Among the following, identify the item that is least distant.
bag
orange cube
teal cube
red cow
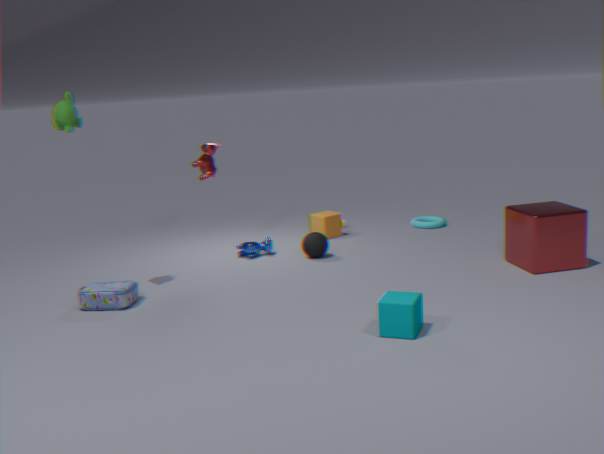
teal cube
